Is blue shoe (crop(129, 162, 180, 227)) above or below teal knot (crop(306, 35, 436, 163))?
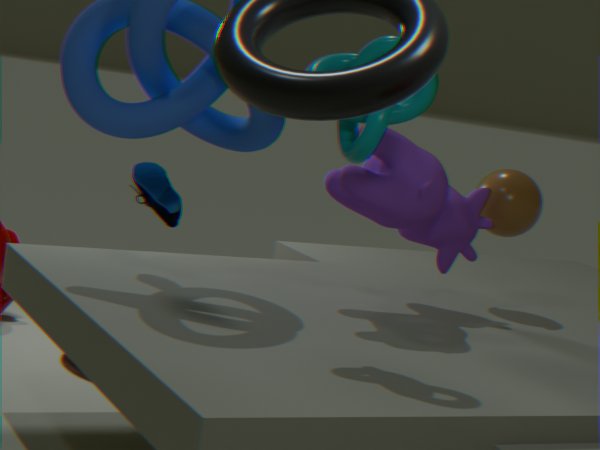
below
